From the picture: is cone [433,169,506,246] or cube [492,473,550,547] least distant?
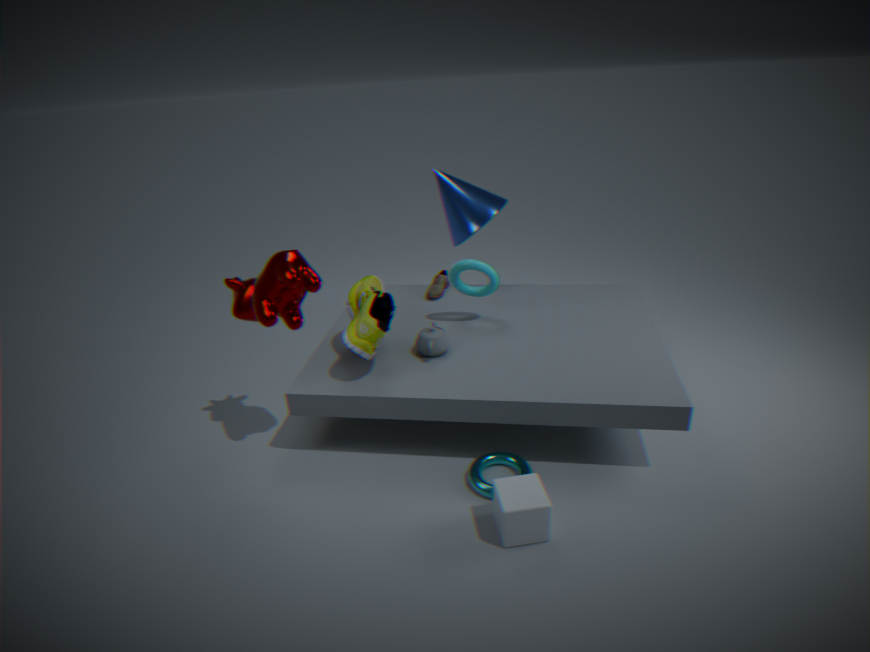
cube [492,473,550,547]
